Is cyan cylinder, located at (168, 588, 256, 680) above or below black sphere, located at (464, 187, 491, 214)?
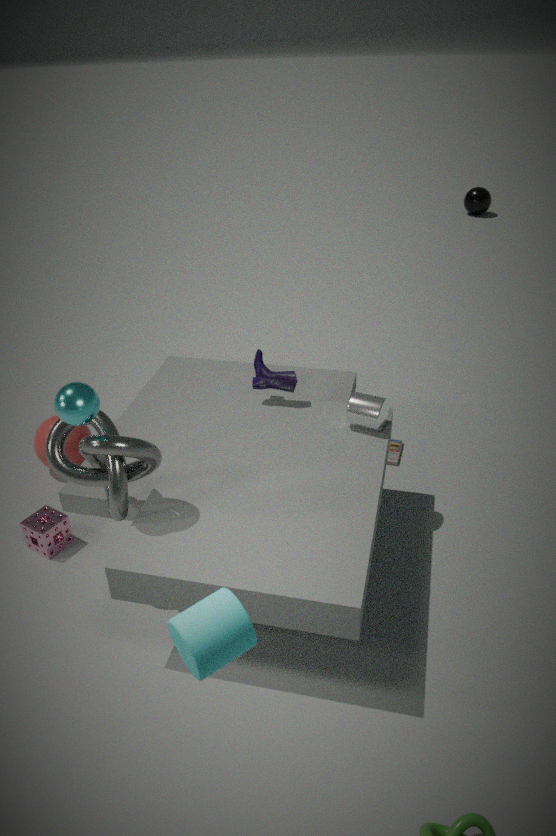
above
